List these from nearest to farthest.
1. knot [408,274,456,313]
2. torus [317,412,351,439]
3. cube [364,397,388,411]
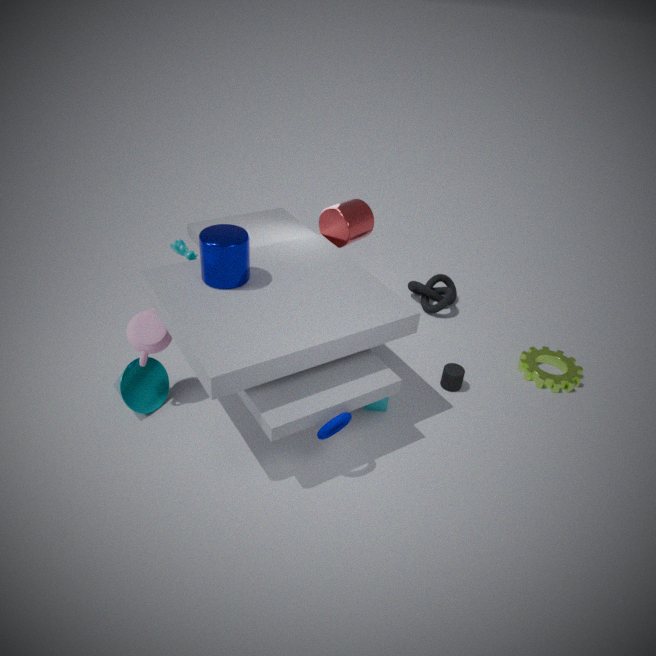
torus [317,412,351,439]
cube [364,397,388,411]
knot [408,274,456,313]
